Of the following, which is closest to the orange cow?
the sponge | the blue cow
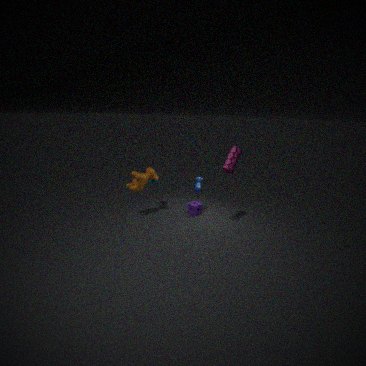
the blue cow
